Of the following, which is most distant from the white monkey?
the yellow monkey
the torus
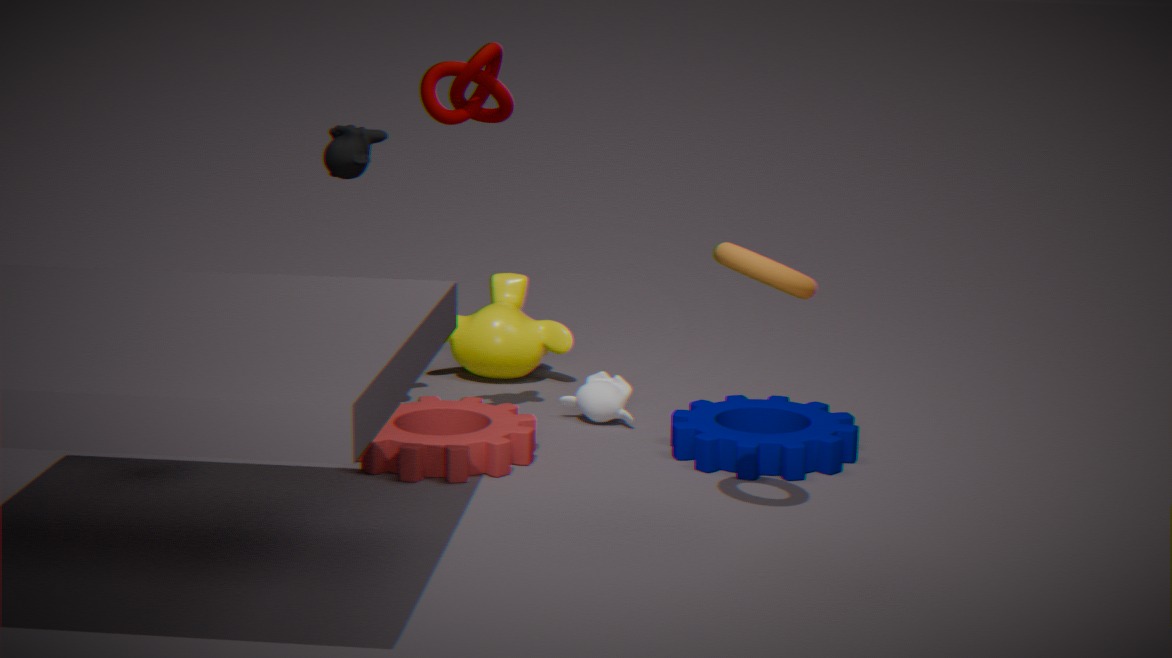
the torus
